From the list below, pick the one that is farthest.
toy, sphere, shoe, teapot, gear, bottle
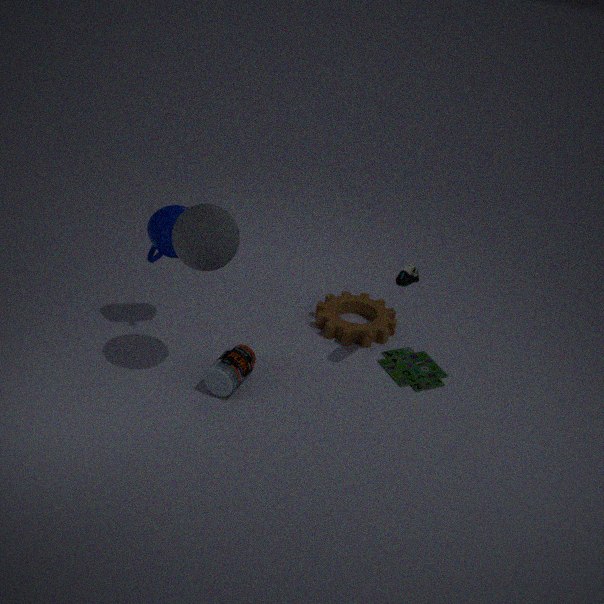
gear
